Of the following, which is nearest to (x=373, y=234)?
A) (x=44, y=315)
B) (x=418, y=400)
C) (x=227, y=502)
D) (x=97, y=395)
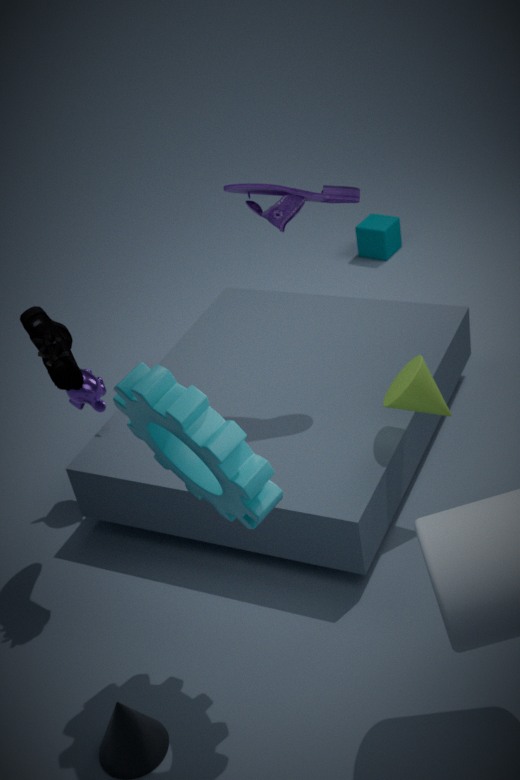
(x=418, y=400)
